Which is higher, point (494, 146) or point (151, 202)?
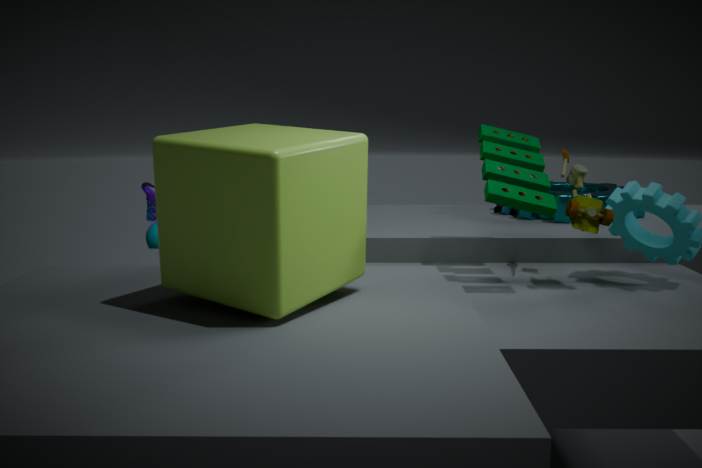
point (494, 146)
